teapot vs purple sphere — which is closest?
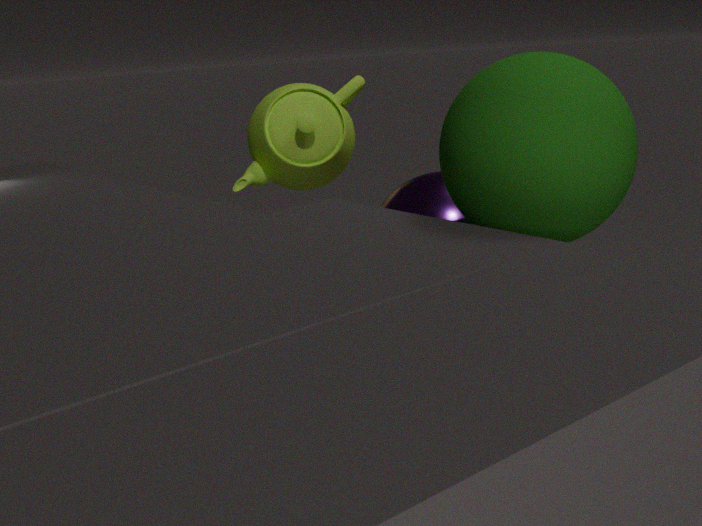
purple sphere
